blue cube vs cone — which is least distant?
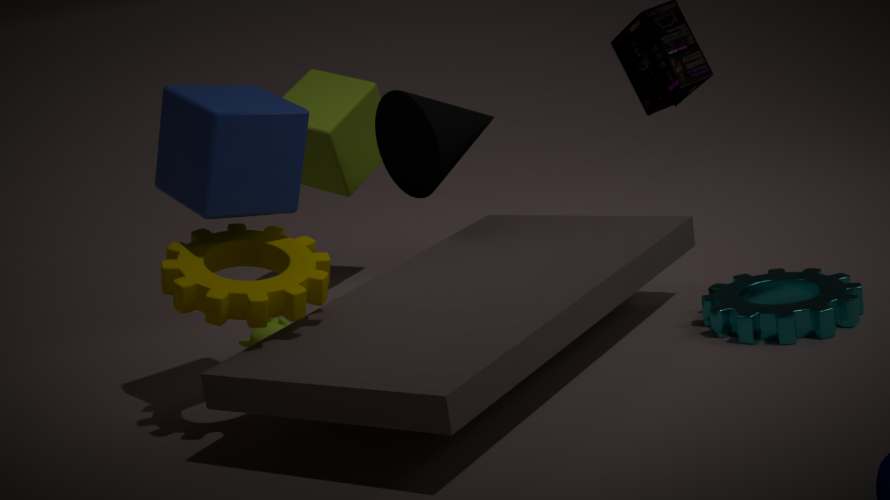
blue cube
